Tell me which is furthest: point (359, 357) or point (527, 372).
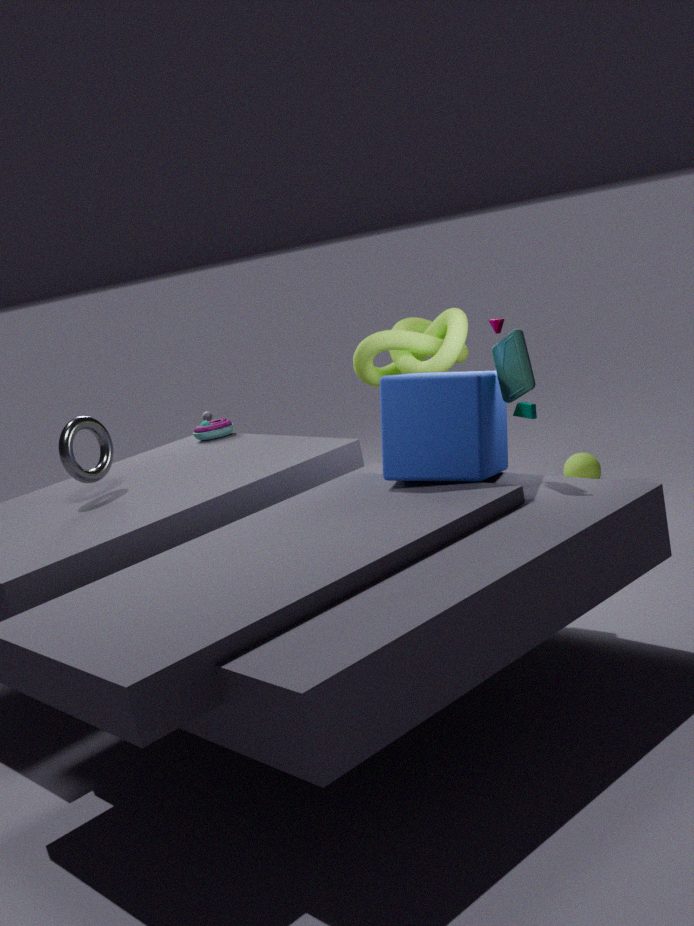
point (359, 357)
